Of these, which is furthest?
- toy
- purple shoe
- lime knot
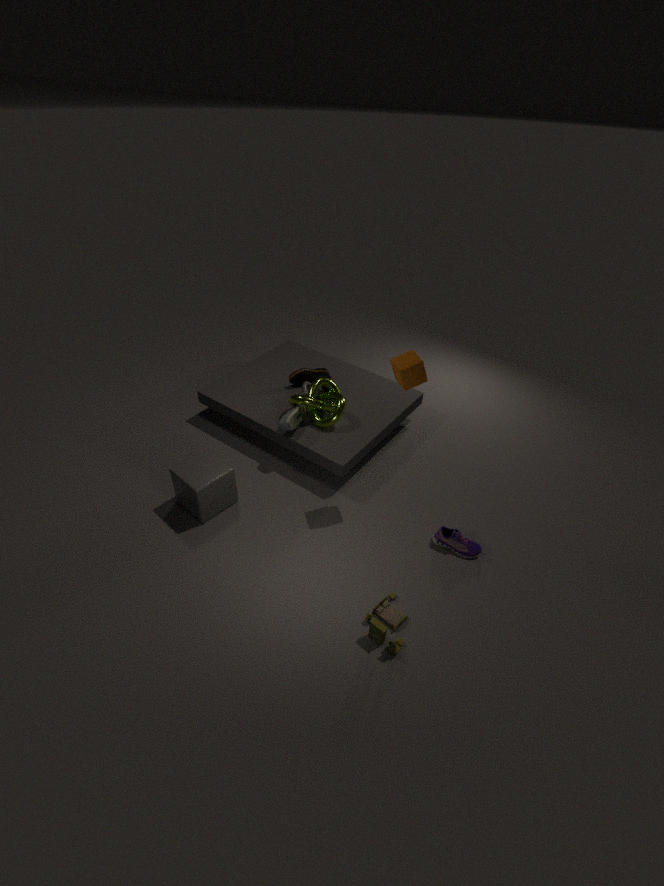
lime knot
